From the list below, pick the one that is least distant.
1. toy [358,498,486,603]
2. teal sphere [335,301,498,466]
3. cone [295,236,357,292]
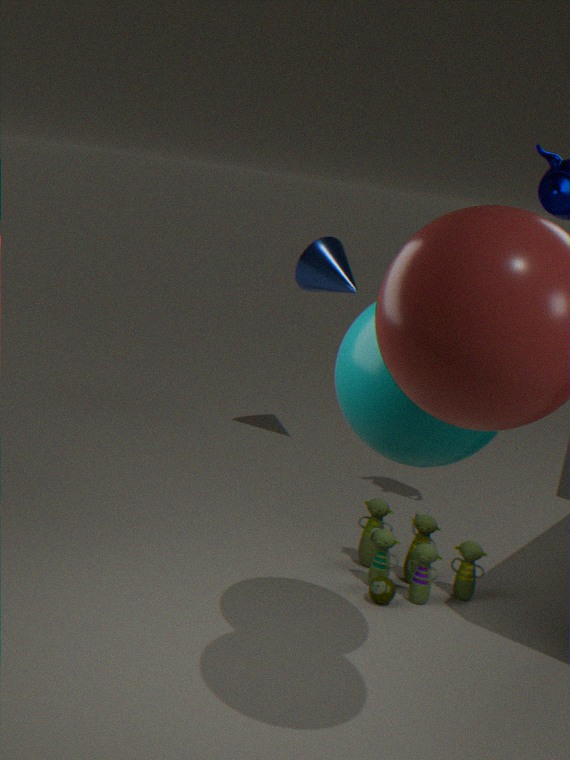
teal sphere [335,301,498,466]
